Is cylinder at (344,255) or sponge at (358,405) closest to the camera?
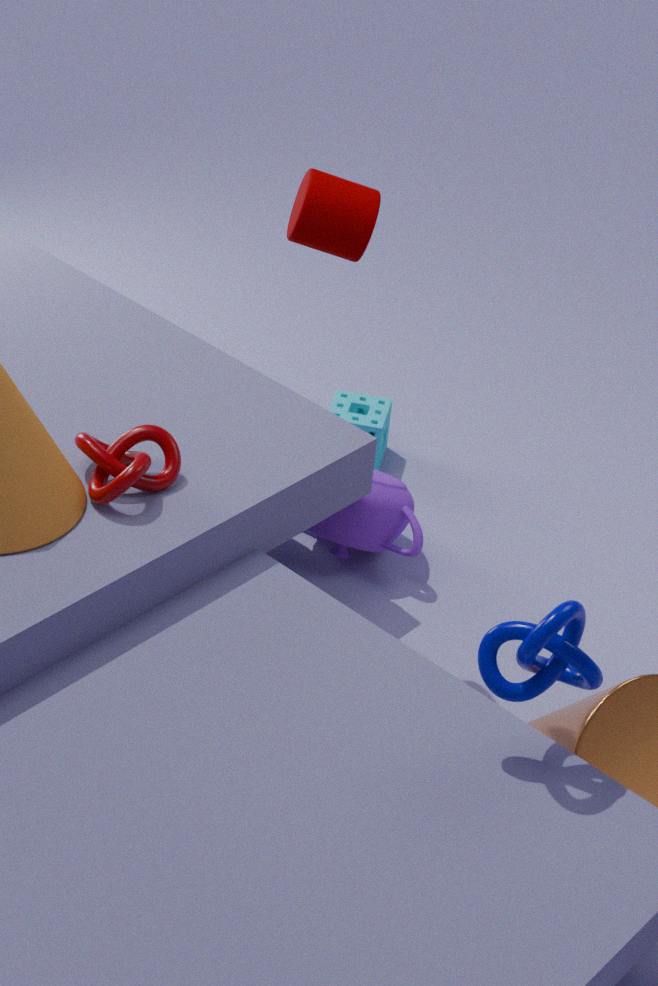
cylinder at (344,255)
